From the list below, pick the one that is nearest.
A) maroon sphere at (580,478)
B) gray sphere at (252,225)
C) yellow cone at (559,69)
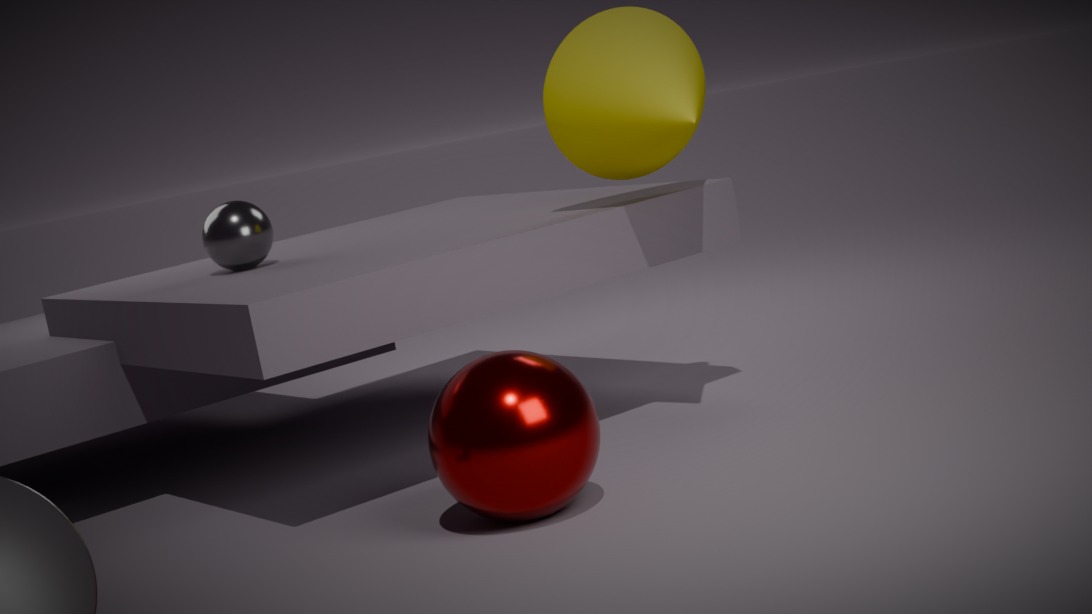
maroon sphere at (580,478)
